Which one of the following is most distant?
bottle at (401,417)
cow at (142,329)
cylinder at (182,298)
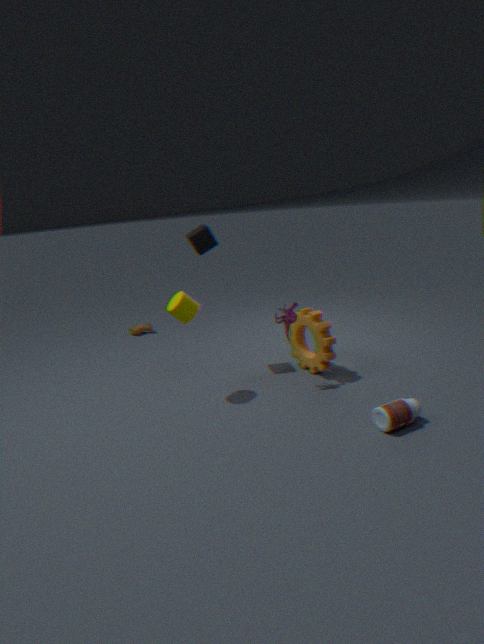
cow at (142,329)
